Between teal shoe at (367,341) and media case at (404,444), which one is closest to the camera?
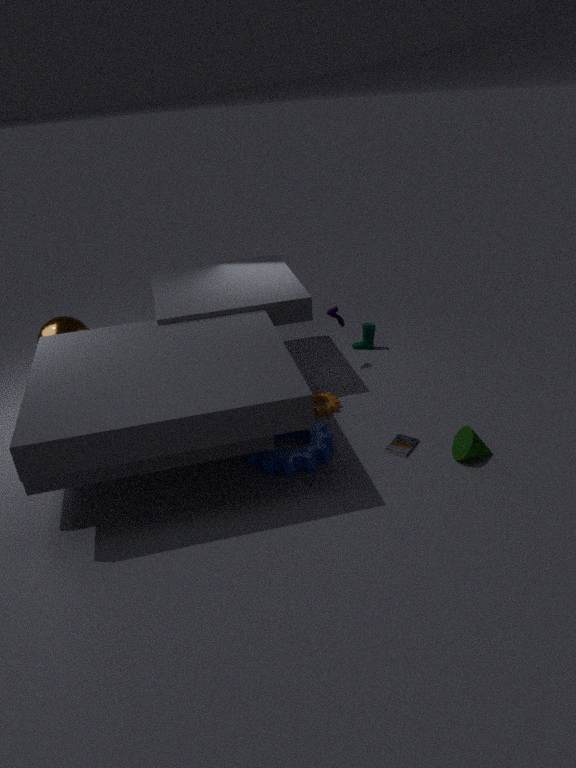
media case at (404,444)
